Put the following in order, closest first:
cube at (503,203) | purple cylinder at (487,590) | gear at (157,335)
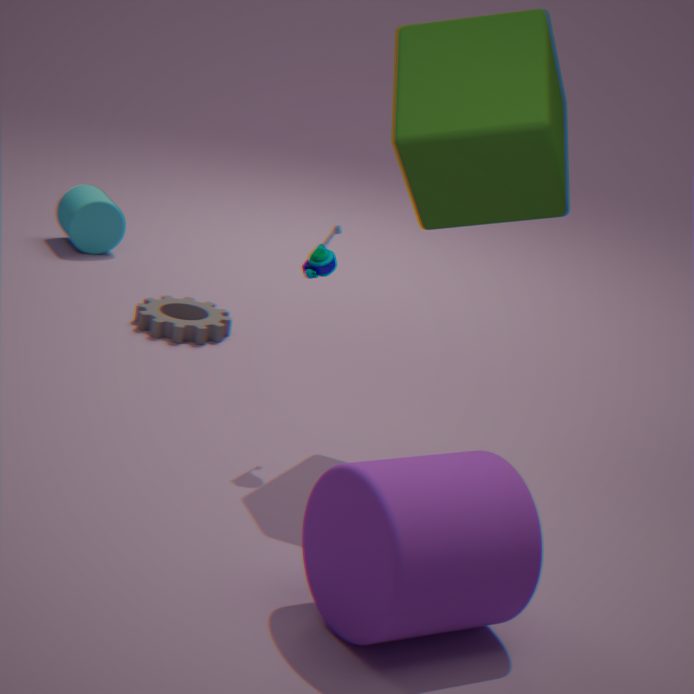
purple cylinder at (487,590) → cube at (503,203) → gear at (157,335)
